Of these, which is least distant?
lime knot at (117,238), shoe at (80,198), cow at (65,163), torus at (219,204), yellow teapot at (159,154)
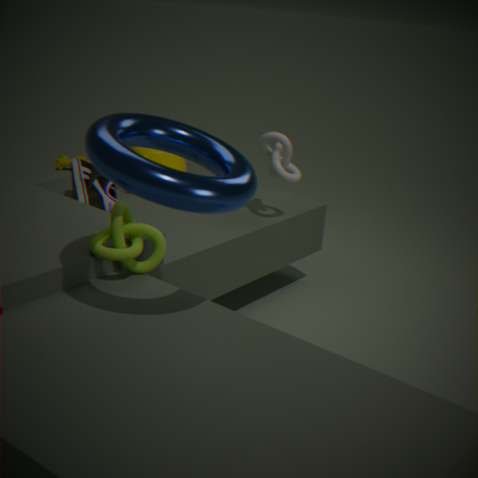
torus at (219,204)
